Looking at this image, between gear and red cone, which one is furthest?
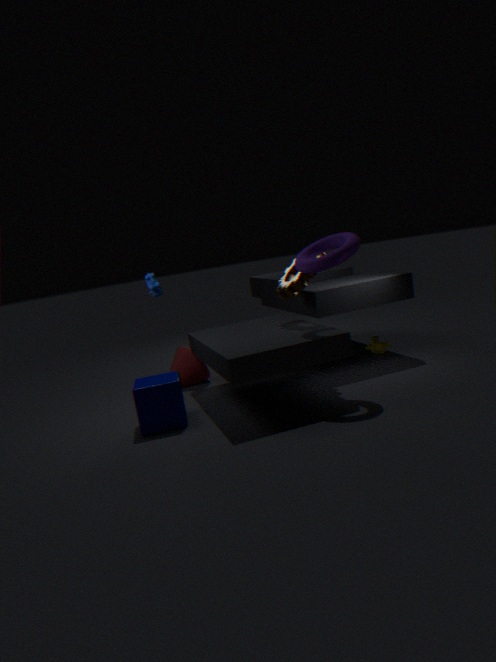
red cone
